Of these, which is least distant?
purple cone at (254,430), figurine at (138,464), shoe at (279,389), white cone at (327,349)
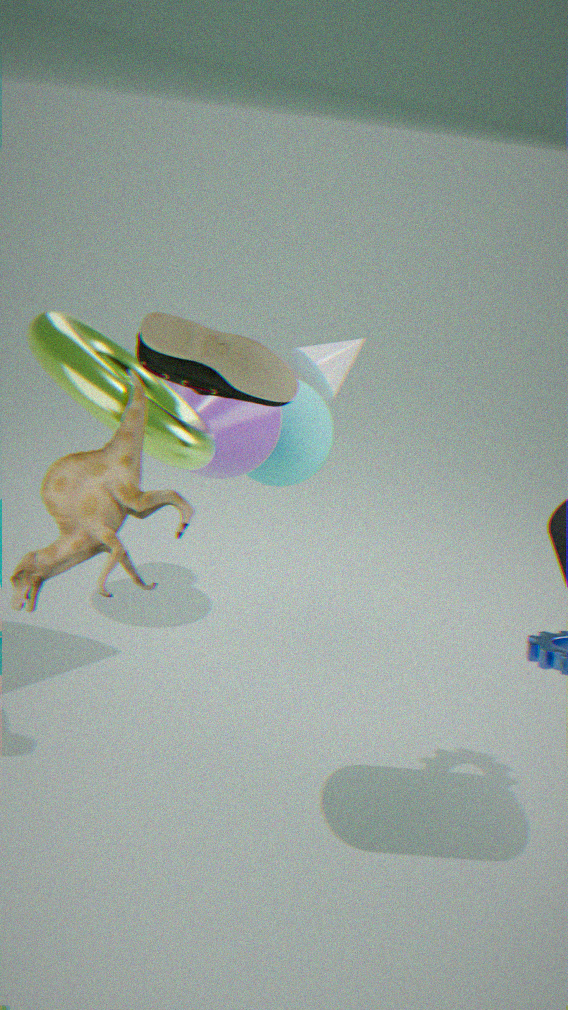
figurine at (138,464)
